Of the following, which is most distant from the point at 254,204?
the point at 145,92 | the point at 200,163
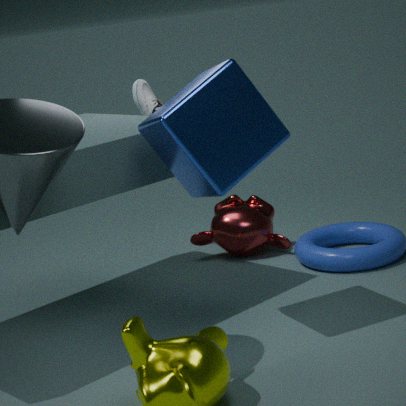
the point at 200,163
